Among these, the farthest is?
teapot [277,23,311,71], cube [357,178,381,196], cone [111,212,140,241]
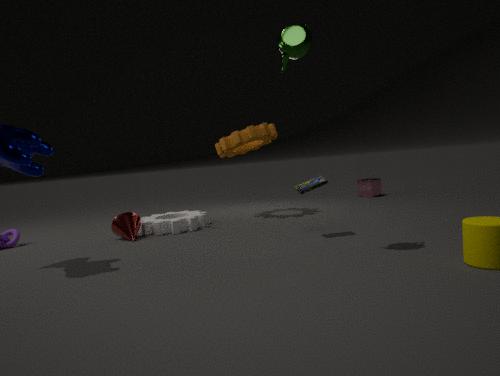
cube [357,178,381,196]
